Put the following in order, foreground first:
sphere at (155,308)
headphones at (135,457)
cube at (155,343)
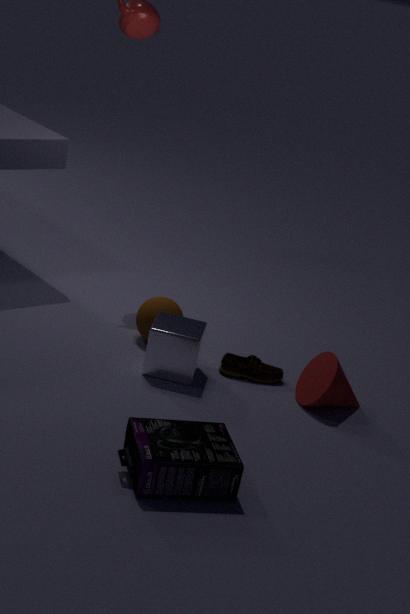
1. headphones at (135,457)
2. cube at (155,343)
3. sphere at (155,308)
